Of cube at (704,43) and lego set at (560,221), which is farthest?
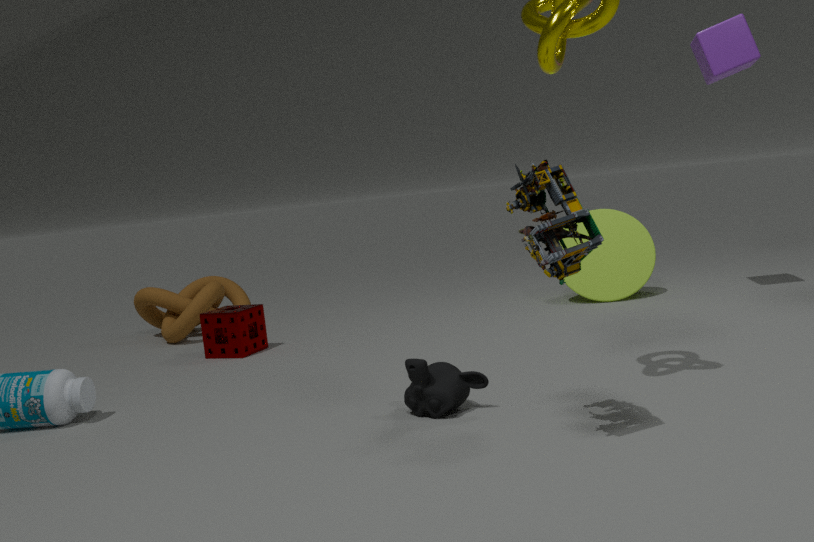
cube at (704,43)
